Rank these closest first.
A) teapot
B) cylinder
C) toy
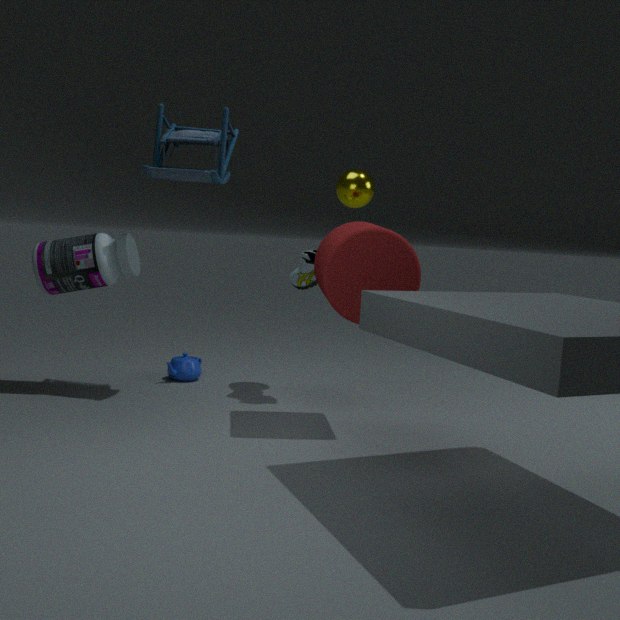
1. cylinder
2. toy
3. teapot
